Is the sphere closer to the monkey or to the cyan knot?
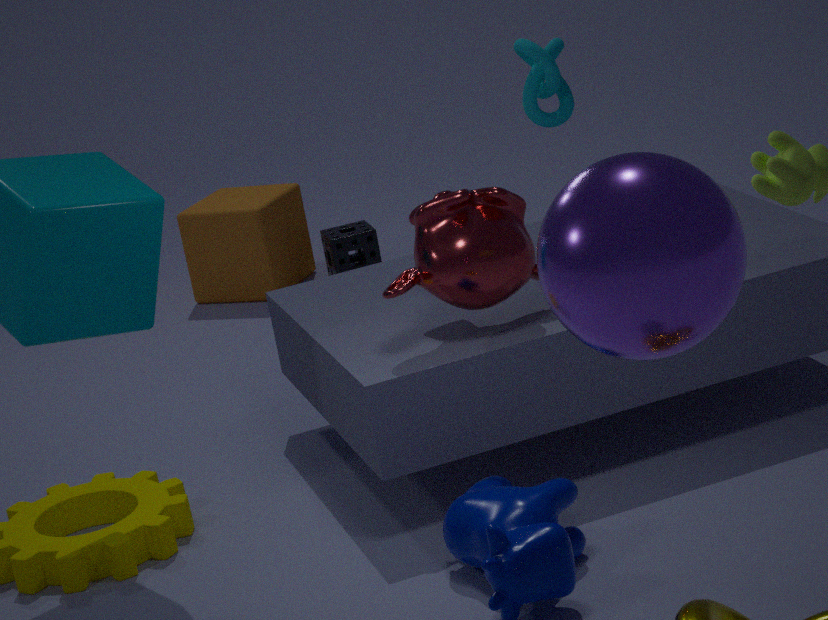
the monkey
